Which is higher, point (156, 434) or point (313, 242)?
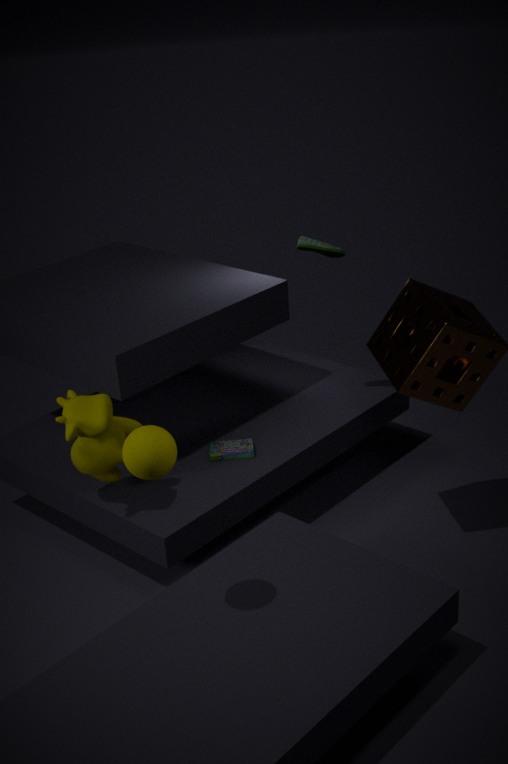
point (313, 242)
